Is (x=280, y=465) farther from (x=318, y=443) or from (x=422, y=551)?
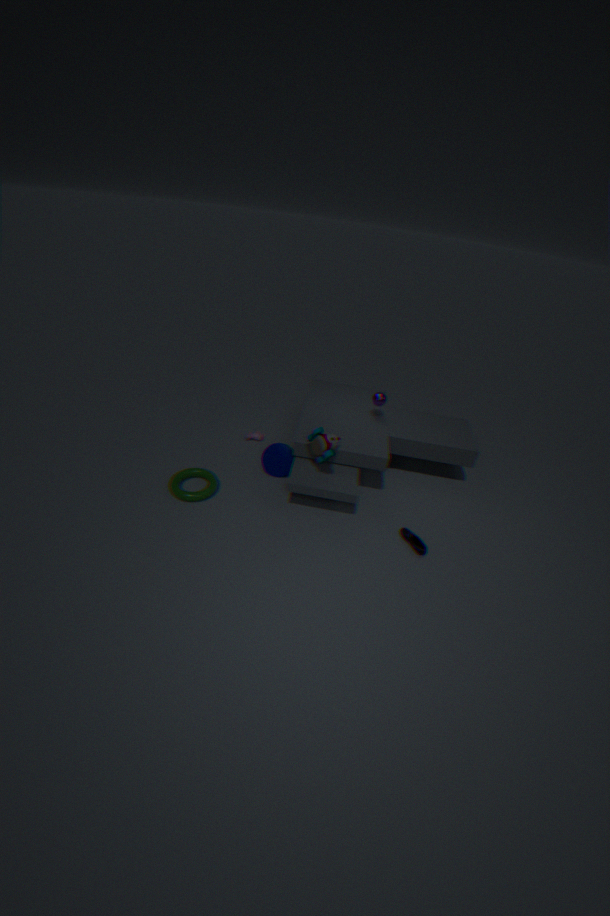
(x=422, y=551)
